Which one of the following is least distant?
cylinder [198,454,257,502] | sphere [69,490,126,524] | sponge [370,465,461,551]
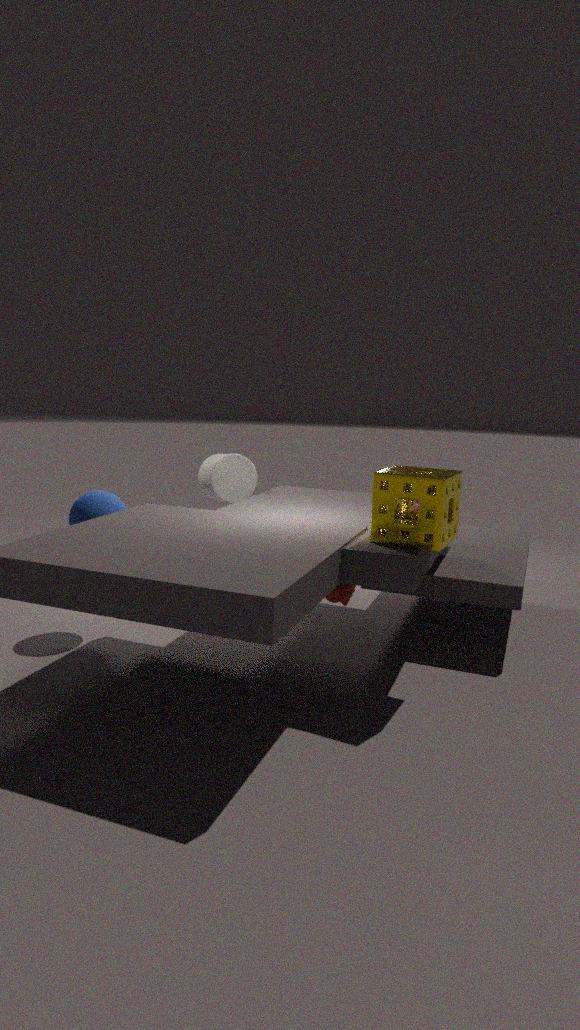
sponge [370,465,461,551]
